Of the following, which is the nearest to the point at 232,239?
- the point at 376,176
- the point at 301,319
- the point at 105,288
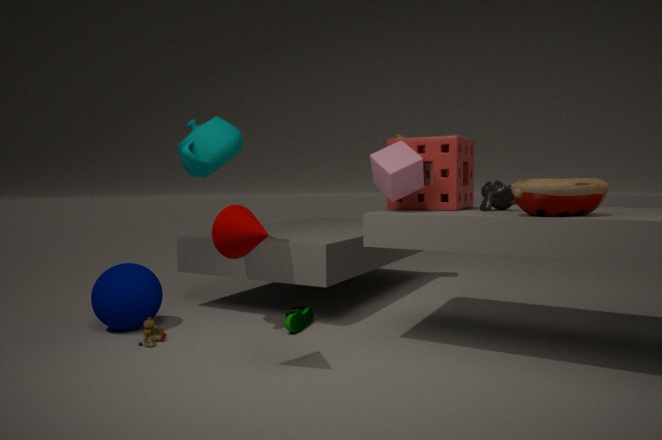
the point at 376,176
